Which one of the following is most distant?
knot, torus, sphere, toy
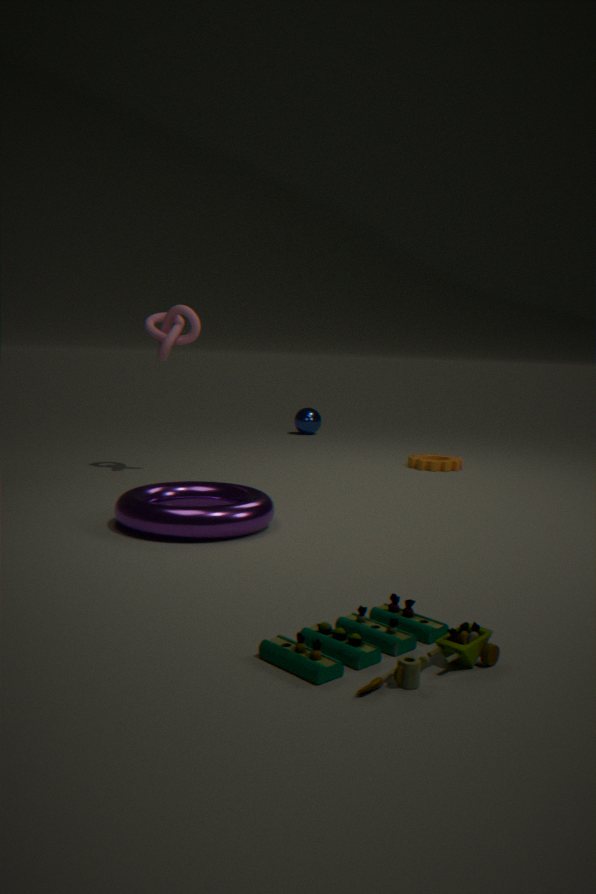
sphere
